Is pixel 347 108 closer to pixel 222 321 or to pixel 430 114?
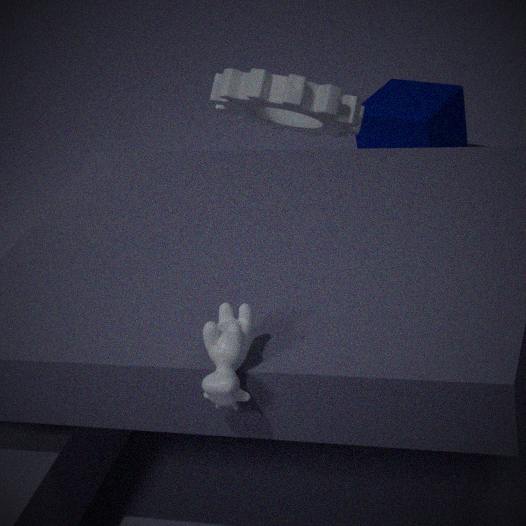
pixel 430 114
